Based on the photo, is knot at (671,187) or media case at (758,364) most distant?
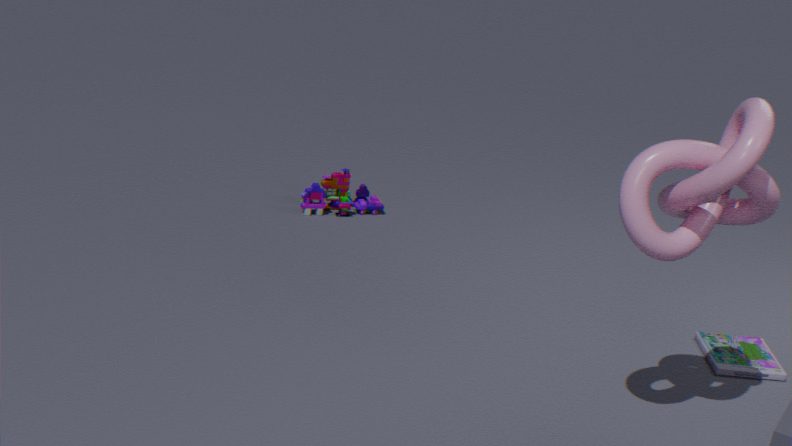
media case at (758,364)
